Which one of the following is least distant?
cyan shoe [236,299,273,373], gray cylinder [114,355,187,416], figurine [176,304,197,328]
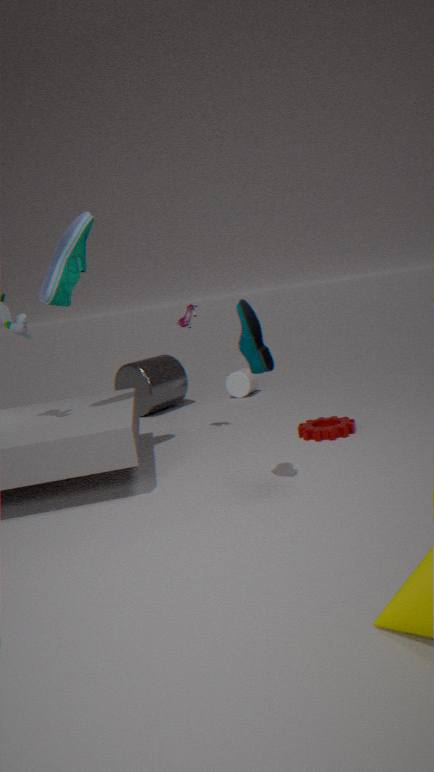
cyan shoe [236,299,273,373]
